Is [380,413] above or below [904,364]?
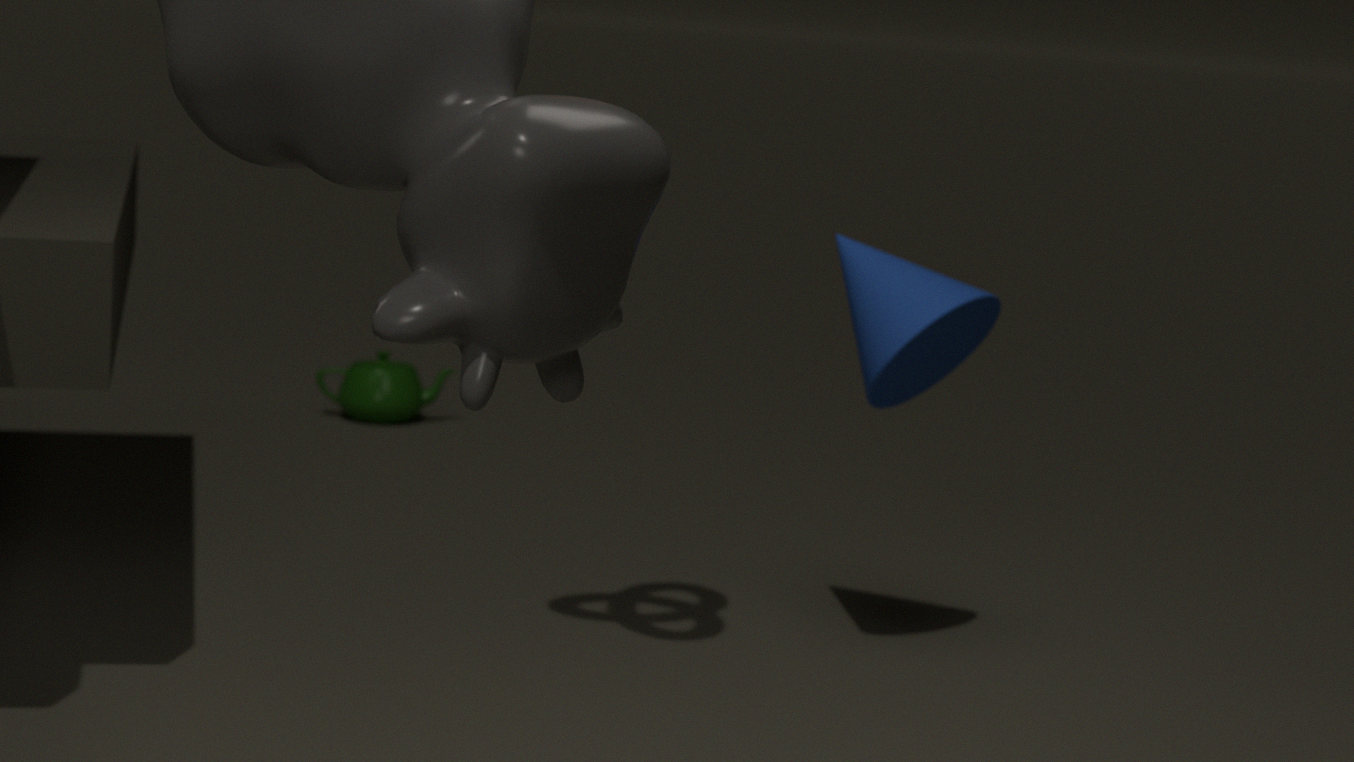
below
